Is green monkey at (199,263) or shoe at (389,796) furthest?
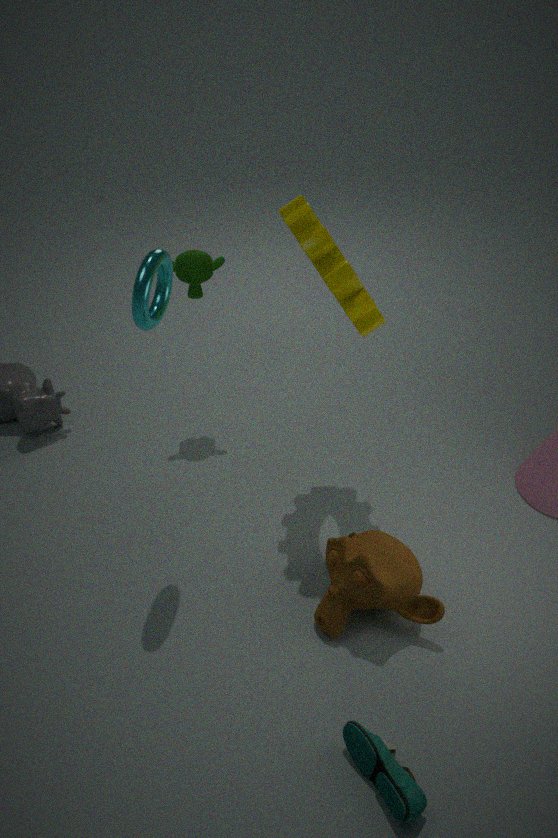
green monkey at (199,263)
